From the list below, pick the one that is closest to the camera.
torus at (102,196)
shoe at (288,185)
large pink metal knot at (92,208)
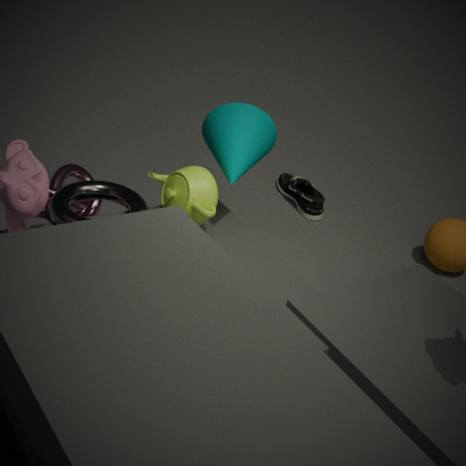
torus at (102,196)
